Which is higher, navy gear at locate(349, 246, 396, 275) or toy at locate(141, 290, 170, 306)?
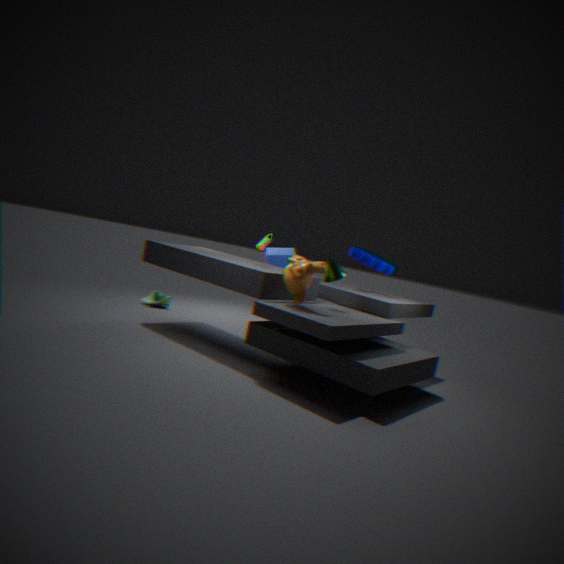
navy gear at locate(349, 246, 396, 275)
